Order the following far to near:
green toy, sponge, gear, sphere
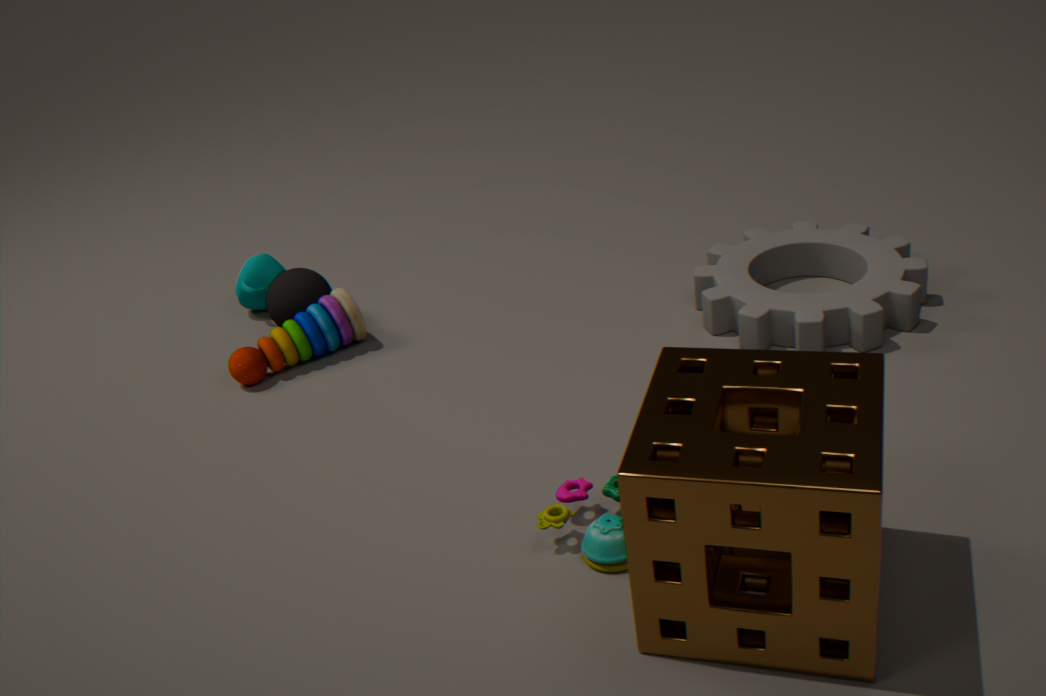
sphere, gear, green toy, sponge
